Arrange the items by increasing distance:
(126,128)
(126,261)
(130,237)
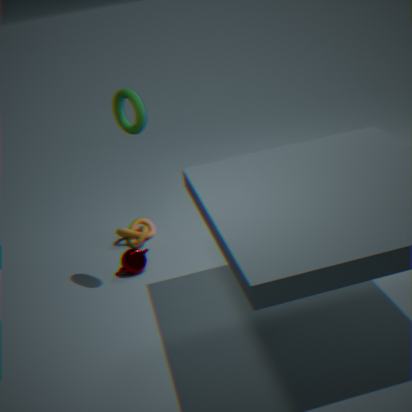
(126,128)
(126,261)
(130,237)
